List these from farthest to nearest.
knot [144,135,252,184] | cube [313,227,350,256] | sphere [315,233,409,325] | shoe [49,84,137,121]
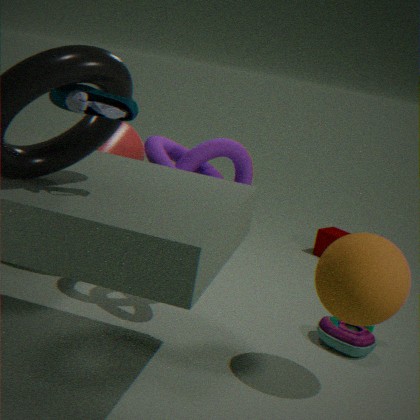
cube [313,227,350,256] → knot [144,135,252,184] → sphere [315,233,409,325] → shoe [49,84,137,121]
